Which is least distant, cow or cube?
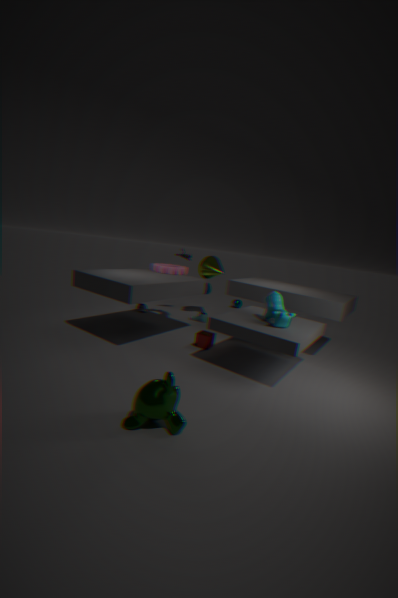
cow
